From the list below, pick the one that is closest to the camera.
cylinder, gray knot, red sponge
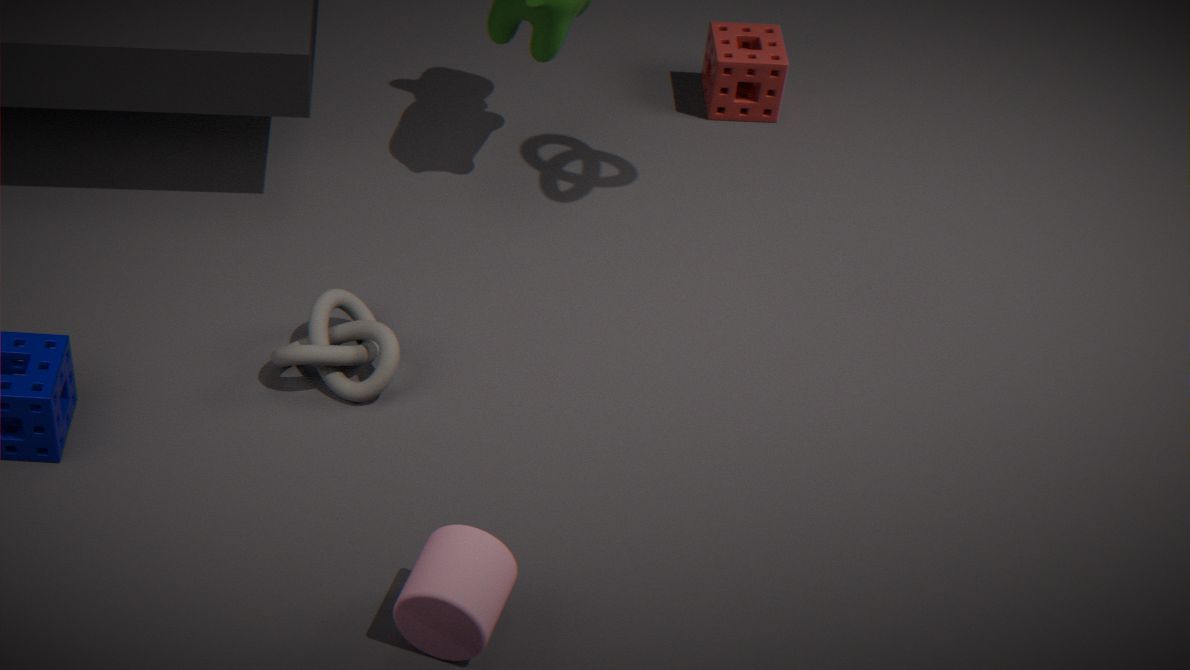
cylinder
